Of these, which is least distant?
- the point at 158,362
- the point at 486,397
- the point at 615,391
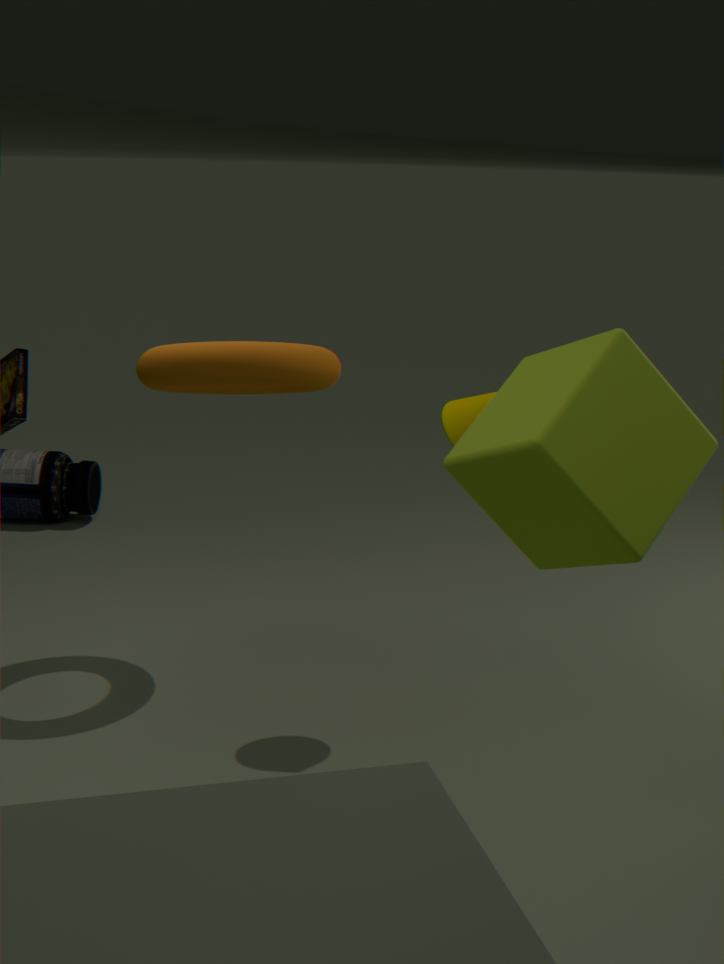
the point at 615,391
